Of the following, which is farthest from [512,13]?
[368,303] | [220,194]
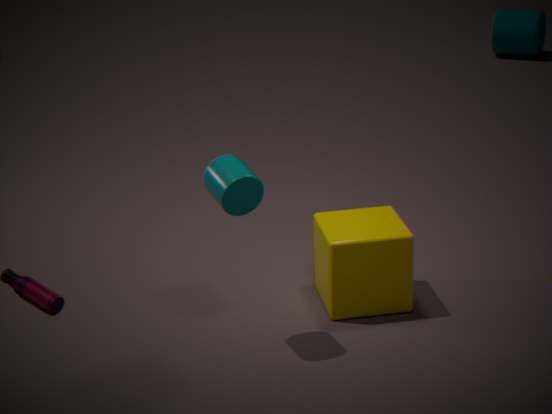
[220,194]
